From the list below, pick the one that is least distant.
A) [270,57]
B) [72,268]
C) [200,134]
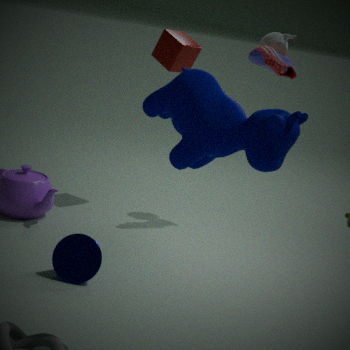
[200,134]
